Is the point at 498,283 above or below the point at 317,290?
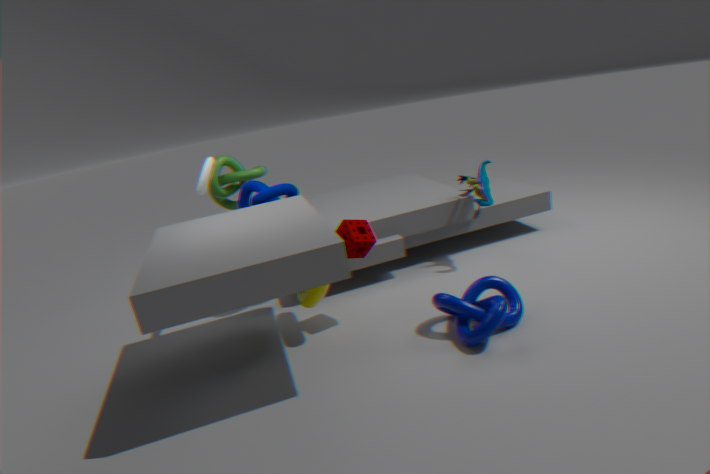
below
